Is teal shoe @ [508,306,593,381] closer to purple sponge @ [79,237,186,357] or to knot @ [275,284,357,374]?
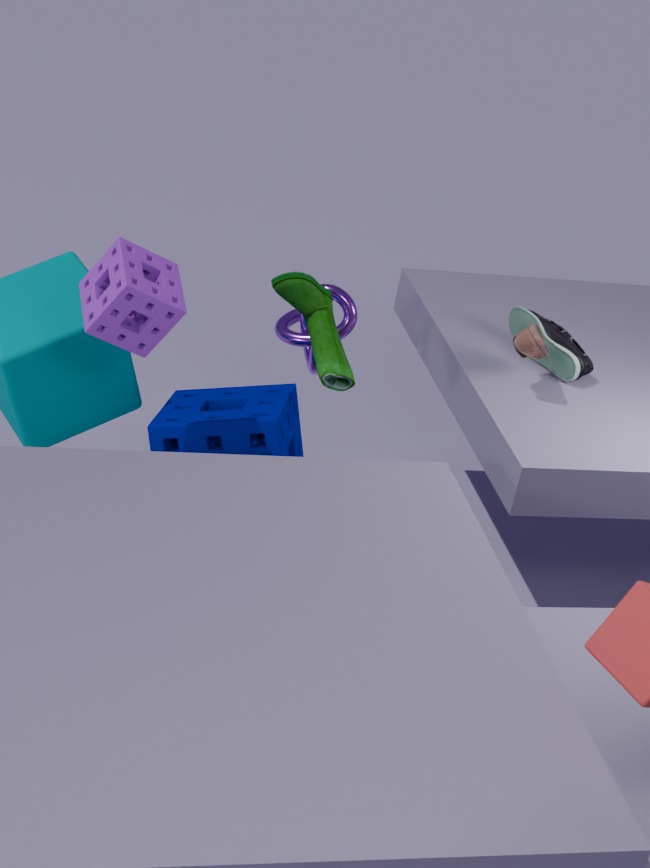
knot @ [275,284,357,374]
